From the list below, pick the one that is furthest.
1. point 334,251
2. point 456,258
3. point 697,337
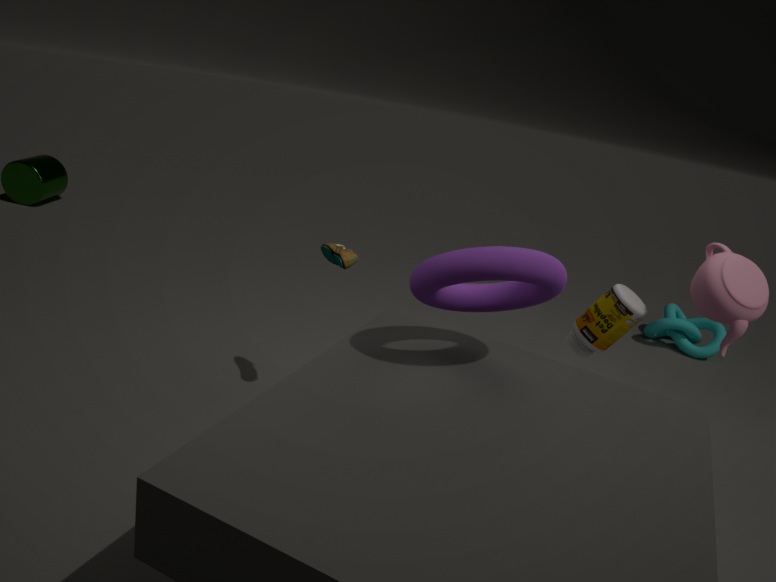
point 697,337
